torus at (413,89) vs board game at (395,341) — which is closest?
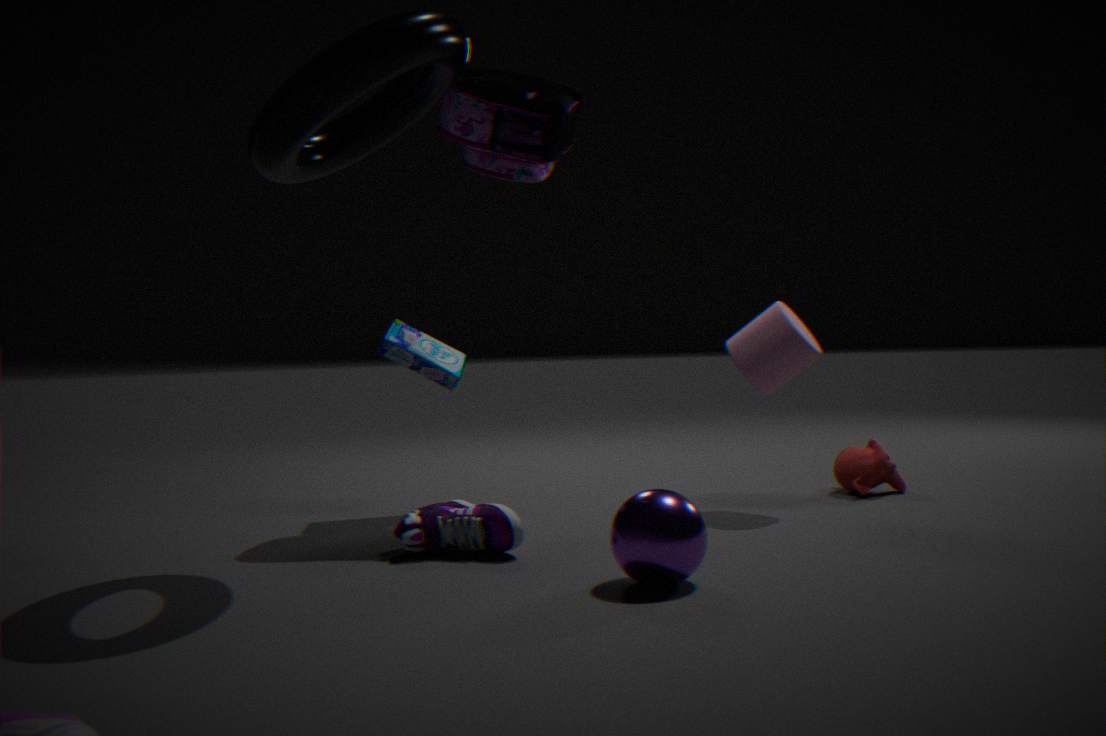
torus at (413,89)
